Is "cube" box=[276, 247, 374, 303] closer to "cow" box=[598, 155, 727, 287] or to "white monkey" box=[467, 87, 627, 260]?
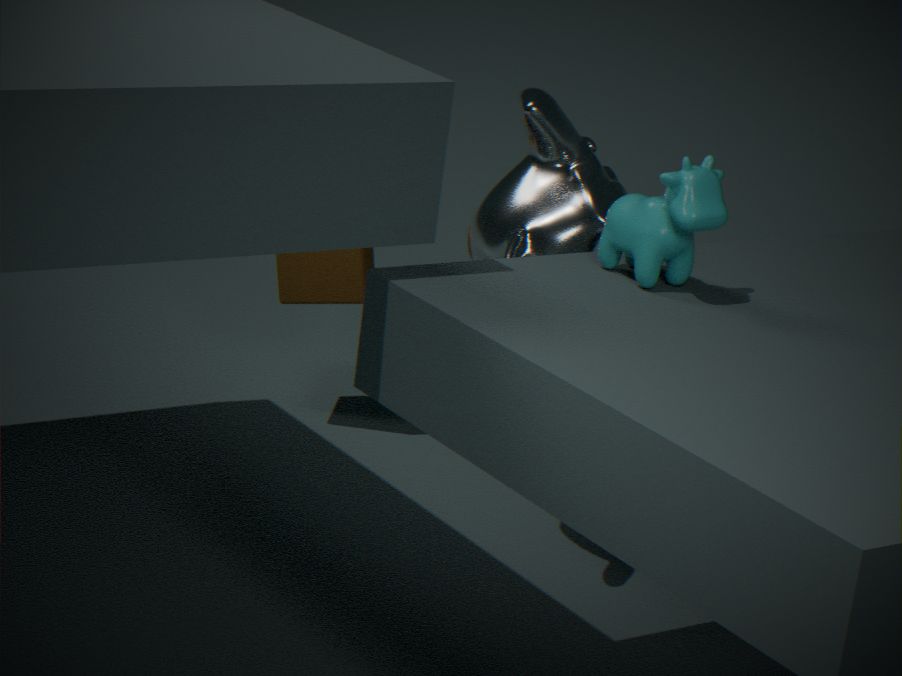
"white monkey" box=[467, 87, 627, 260]
